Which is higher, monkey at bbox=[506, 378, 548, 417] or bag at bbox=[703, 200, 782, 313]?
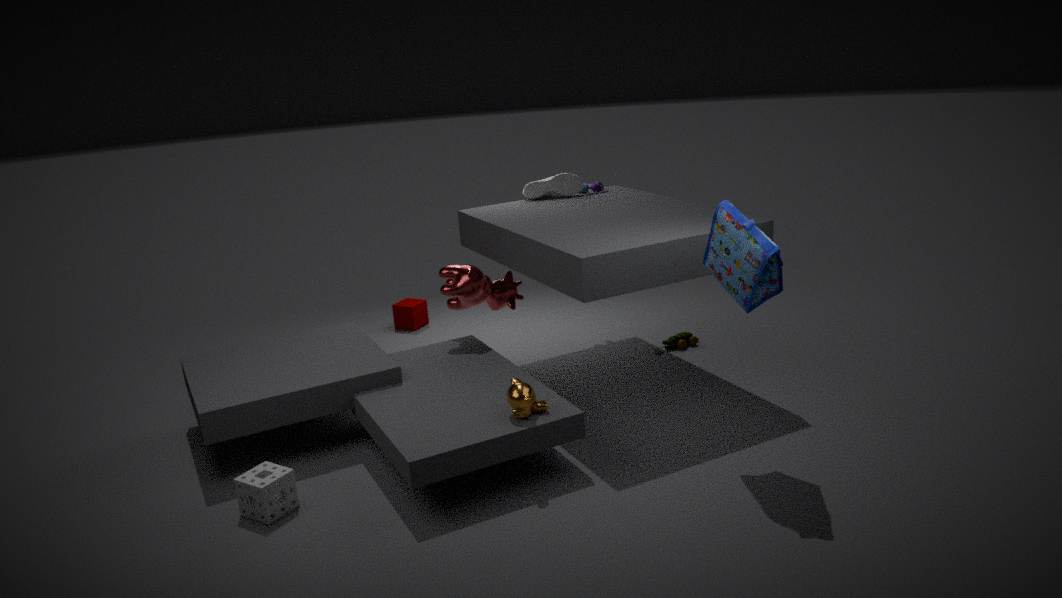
bag at bbox=[703, 200, 782, 313]
